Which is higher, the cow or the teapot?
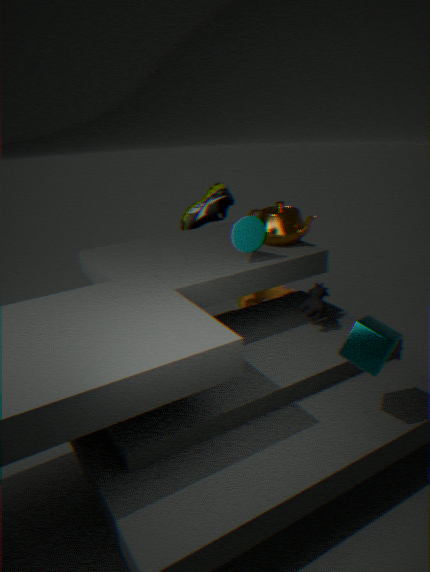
the teapot
